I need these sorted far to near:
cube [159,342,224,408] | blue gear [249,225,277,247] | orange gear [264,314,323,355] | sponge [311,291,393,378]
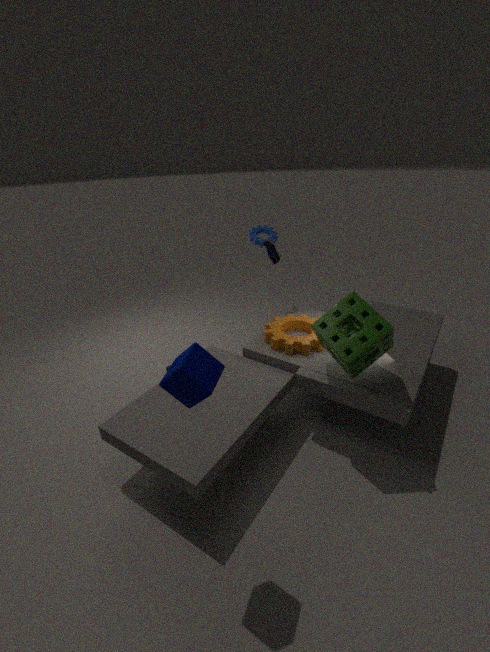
blue gear [249,225,277,247], orange gear [264,314,323,355], sponge [311,291,393,378], cube [159,342,224,408]
